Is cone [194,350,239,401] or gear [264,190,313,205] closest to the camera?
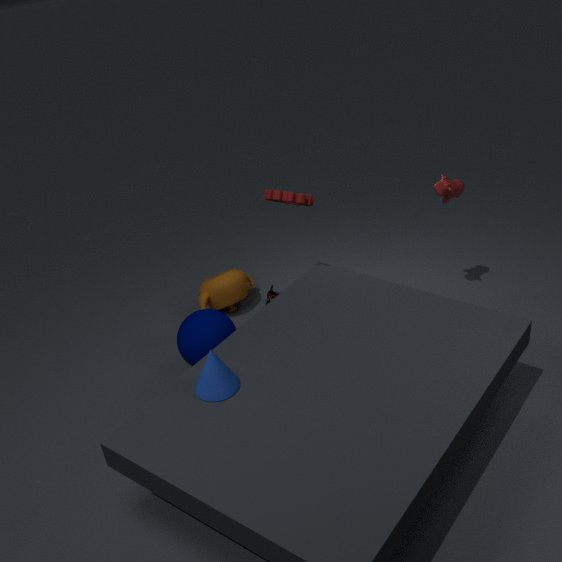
cone [194,350,239,401]
